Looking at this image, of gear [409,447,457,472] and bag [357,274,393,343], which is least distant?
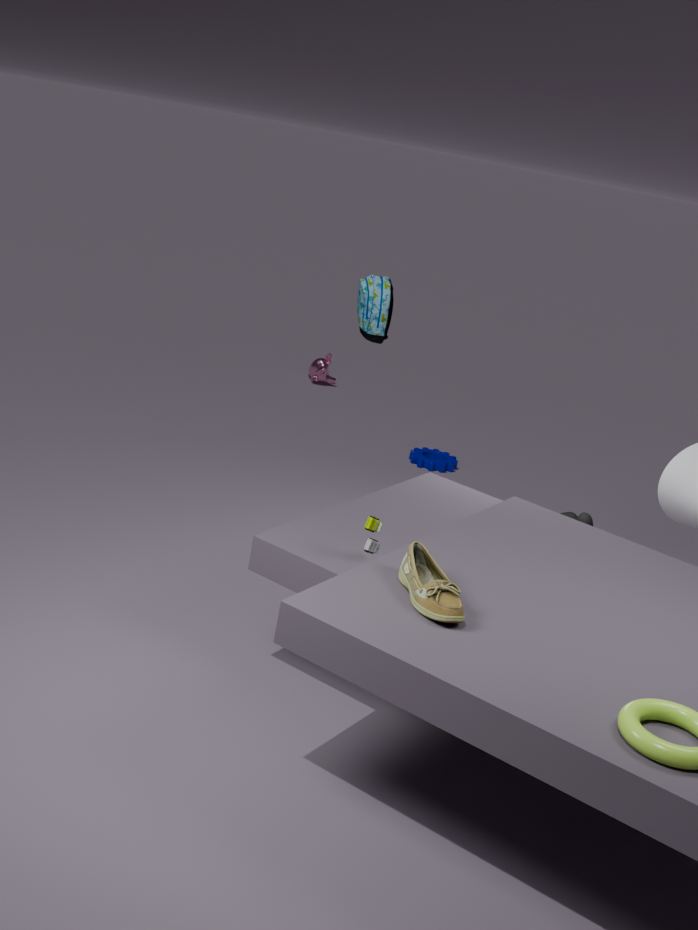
bag [357,274,393,343]
